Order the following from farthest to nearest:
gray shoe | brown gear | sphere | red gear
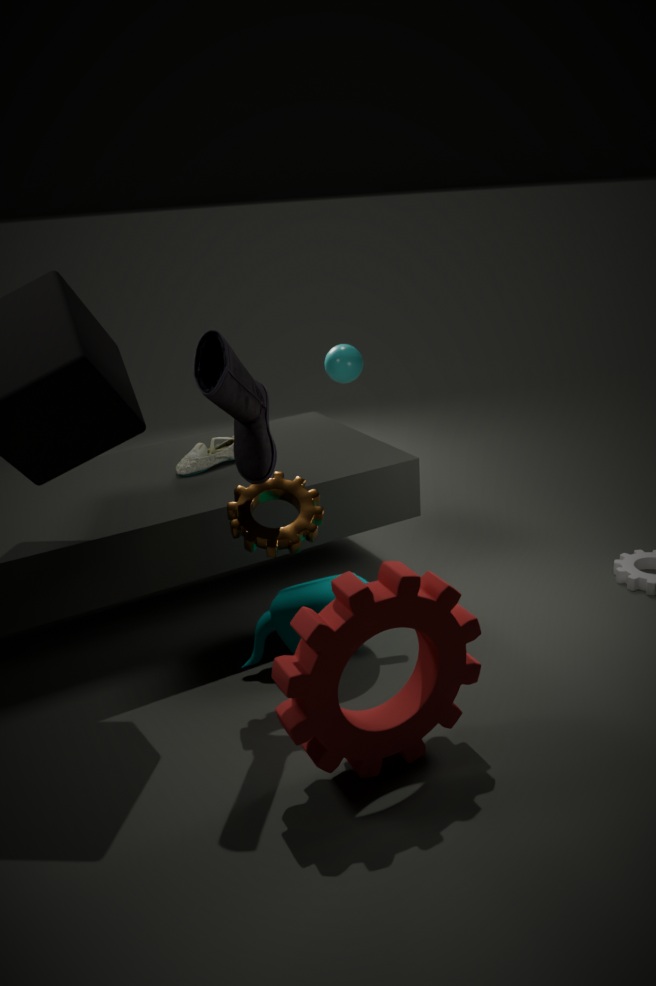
sphere < gray shoe < brown gear < red gear
